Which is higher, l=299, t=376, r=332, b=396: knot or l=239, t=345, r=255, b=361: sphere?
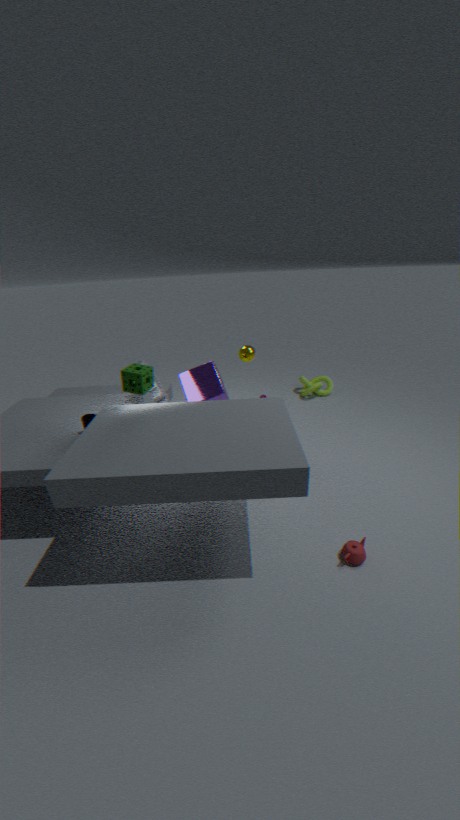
l=239, t=345, r=255, b=361: sphere
